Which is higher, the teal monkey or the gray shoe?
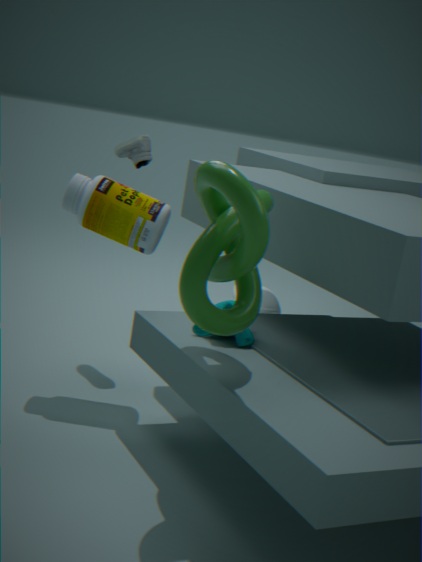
the gray shoe
